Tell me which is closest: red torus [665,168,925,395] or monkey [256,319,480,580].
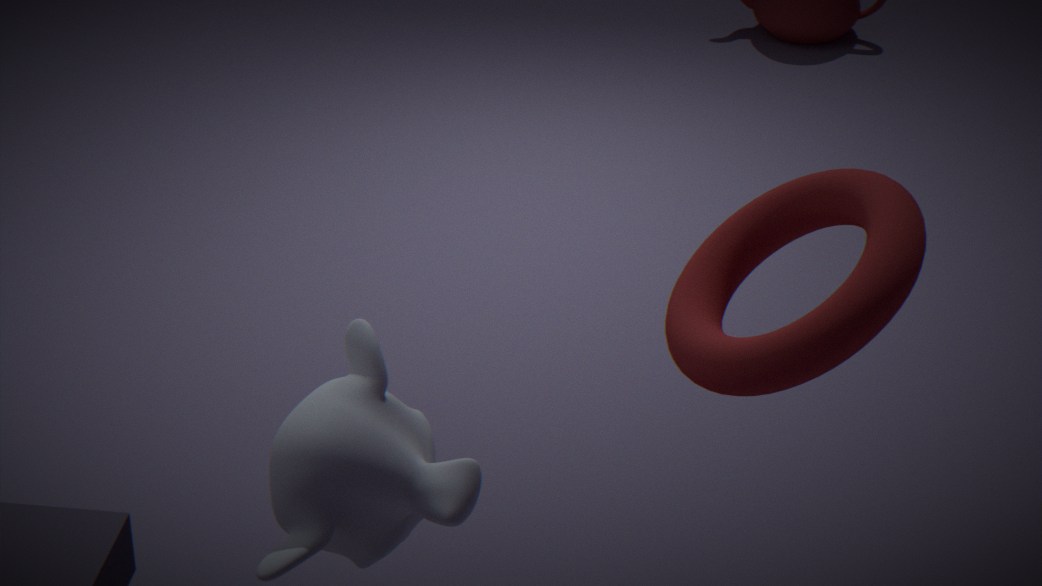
red torus [665,168,925,395]
